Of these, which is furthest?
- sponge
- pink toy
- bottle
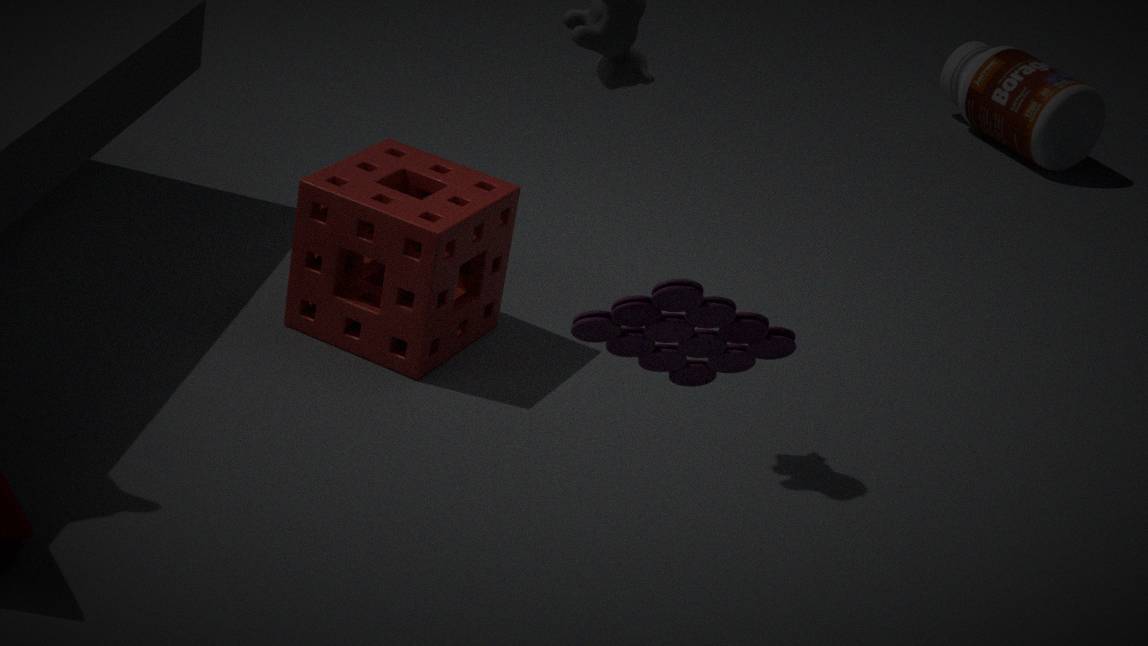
bottle
